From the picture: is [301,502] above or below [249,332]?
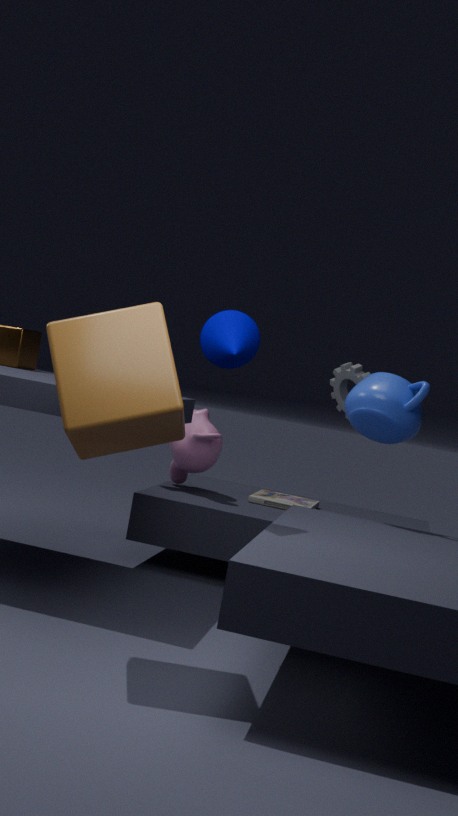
below
